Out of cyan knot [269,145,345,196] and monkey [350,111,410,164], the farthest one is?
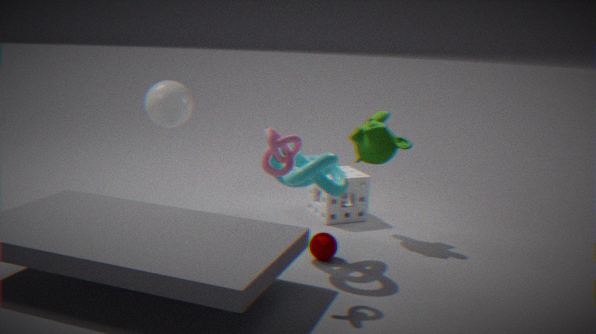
monkey [350,111,410,164]
